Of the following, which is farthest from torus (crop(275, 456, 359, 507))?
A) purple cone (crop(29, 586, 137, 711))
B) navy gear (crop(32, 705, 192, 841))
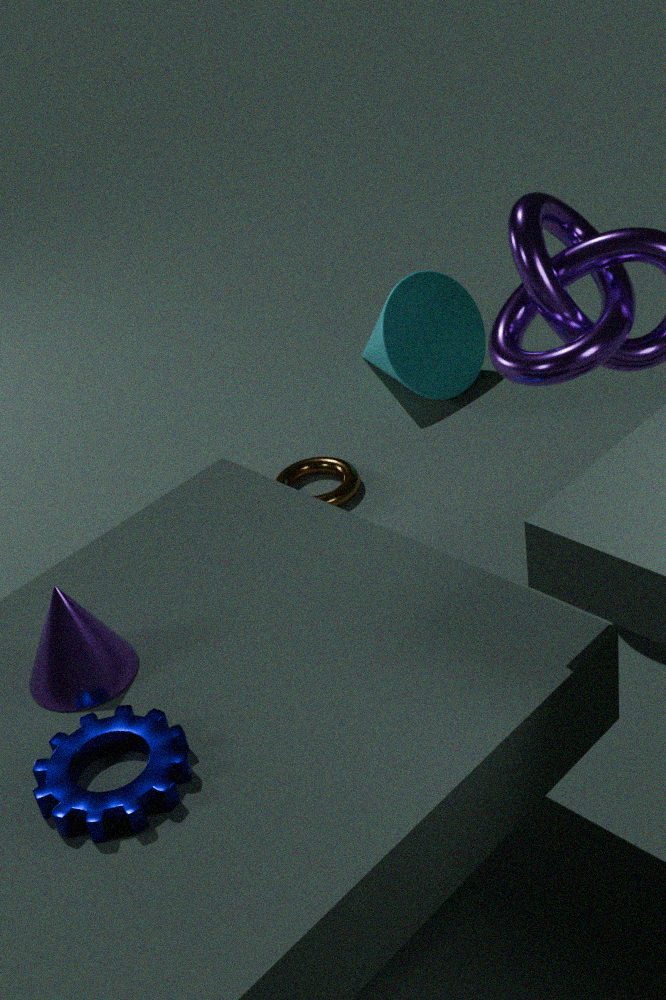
navy gear (crop(32, 705, 192, 841))
